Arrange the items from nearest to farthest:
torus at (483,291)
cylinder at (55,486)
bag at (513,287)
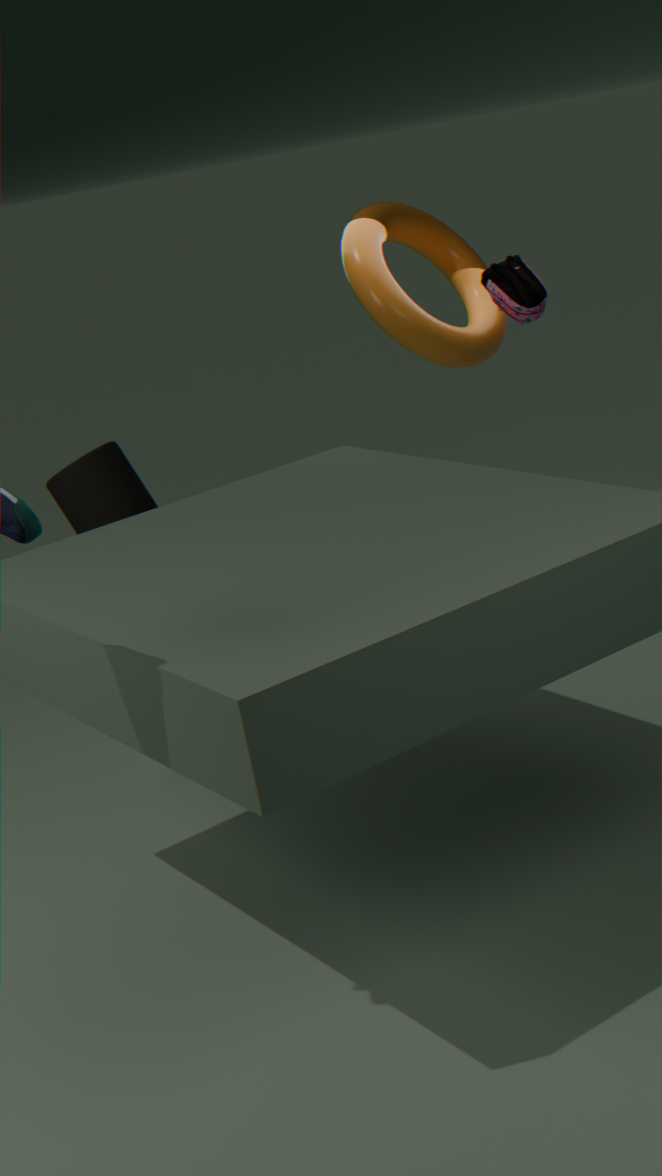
1. cylinder at (55,486)
2. torus at (483,291)
3. bag at (513,287)
